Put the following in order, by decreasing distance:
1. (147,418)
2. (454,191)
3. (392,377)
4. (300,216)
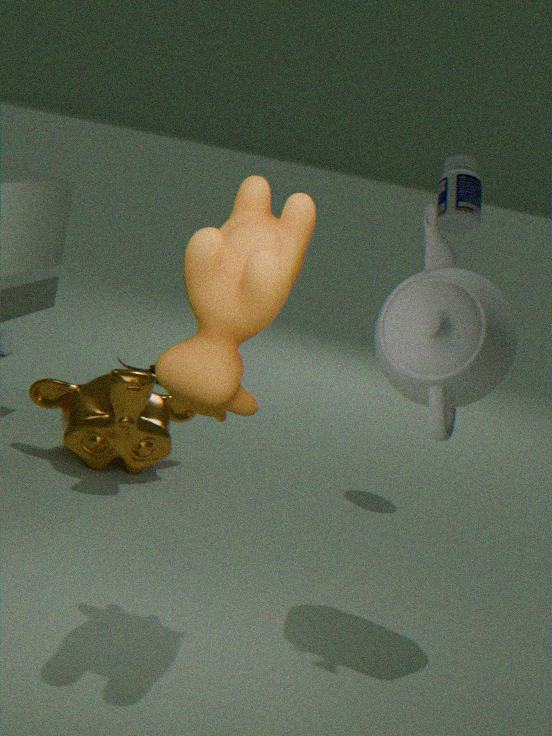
(454,191) → (147,418) → (392,377) → (300,216)
